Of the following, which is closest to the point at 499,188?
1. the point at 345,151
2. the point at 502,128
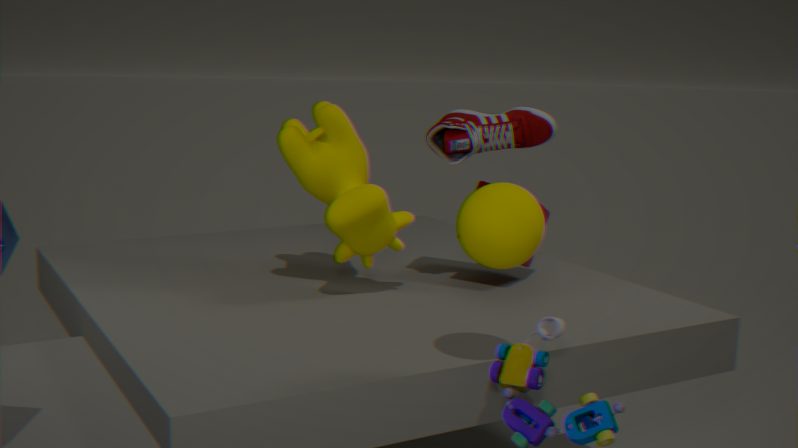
the point at 502,128
